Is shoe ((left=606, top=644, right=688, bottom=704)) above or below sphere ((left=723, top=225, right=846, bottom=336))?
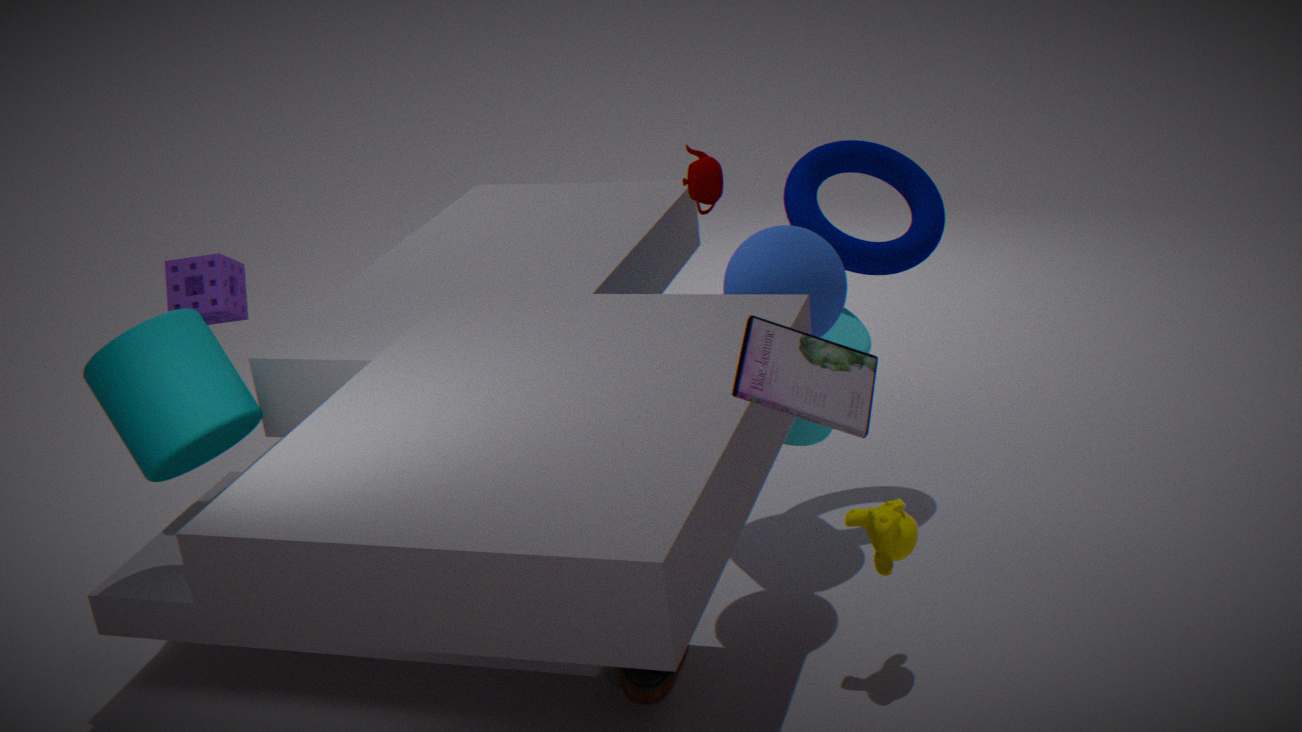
below
